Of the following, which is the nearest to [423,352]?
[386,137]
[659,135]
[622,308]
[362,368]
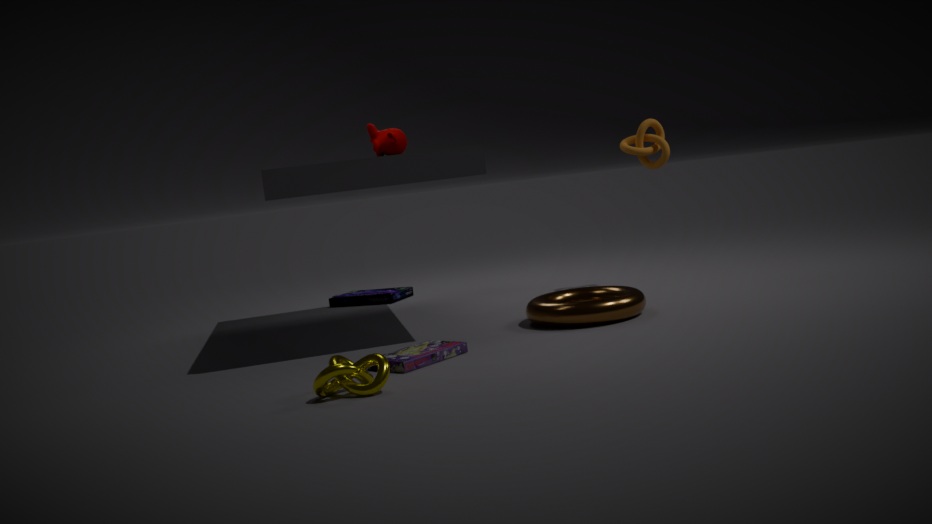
[362,368]
